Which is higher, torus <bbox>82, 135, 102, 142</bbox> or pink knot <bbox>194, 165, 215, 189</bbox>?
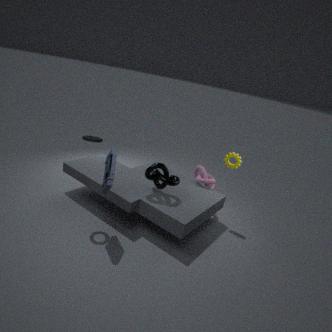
torus <bbox>82, 135, 102, 142</bbox>
